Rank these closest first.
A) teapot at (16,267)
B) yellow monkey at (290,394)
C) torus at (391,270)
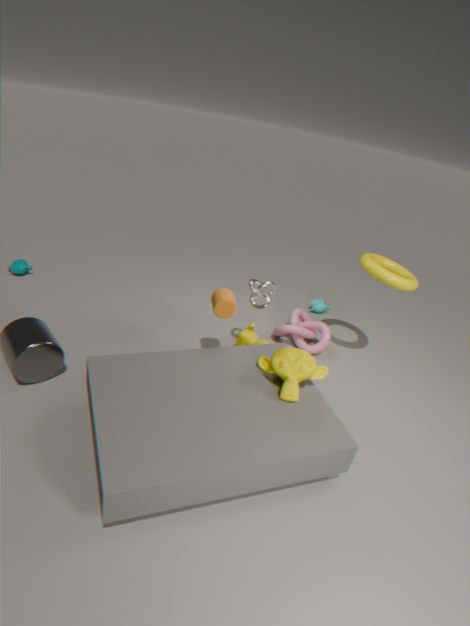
1. yellow monkey at (290,394)
2. torus at (391,270)
3. teapot at (16,267)
